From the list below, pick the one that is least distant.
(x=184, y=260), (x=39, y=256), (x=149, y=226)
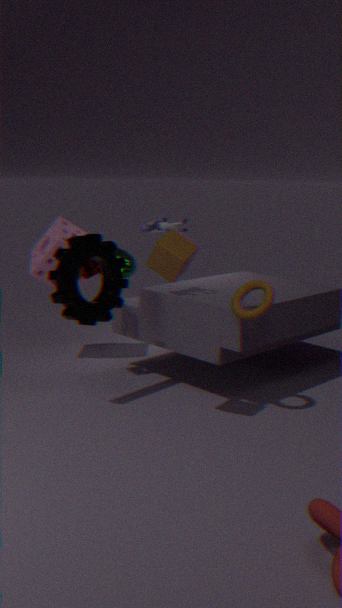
(x=184, y=260)
